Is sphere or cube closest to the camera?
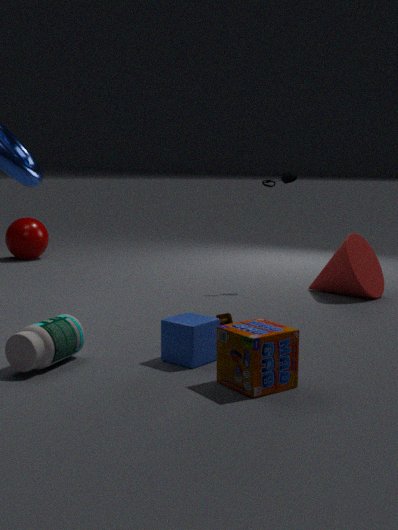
cube
